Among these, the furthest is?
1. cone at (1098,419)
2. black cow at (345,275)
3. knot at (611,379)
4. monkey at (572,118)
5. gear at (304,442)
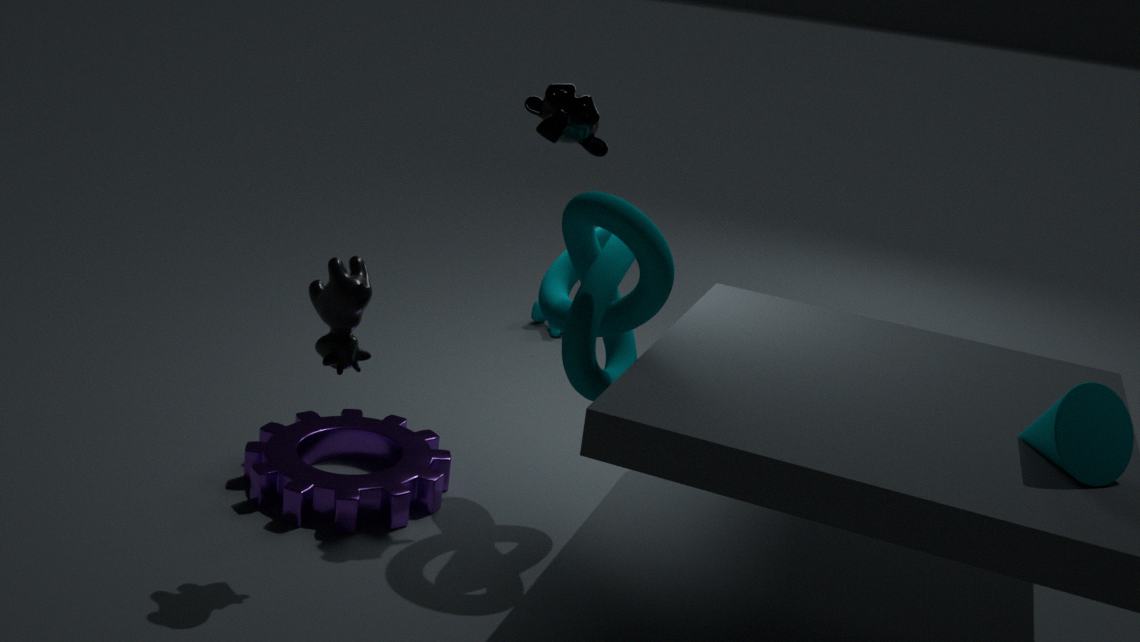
gear at (304,442)
